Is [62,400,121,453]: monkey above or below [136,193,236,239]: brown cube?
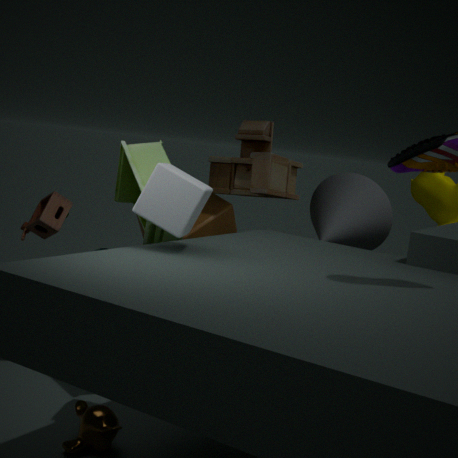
below
